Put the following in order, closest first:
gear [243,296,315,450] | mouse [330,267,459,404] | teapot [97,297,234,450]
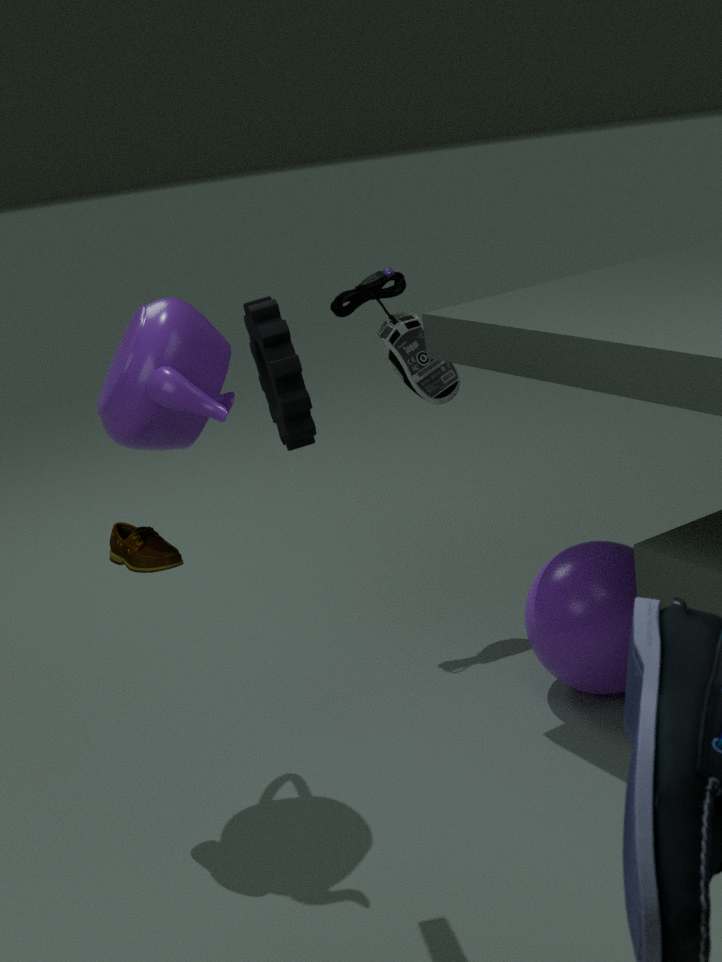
gear [243,296,315,450]
teapot [97,297,234,450]
mouse [330,267,459,404]
